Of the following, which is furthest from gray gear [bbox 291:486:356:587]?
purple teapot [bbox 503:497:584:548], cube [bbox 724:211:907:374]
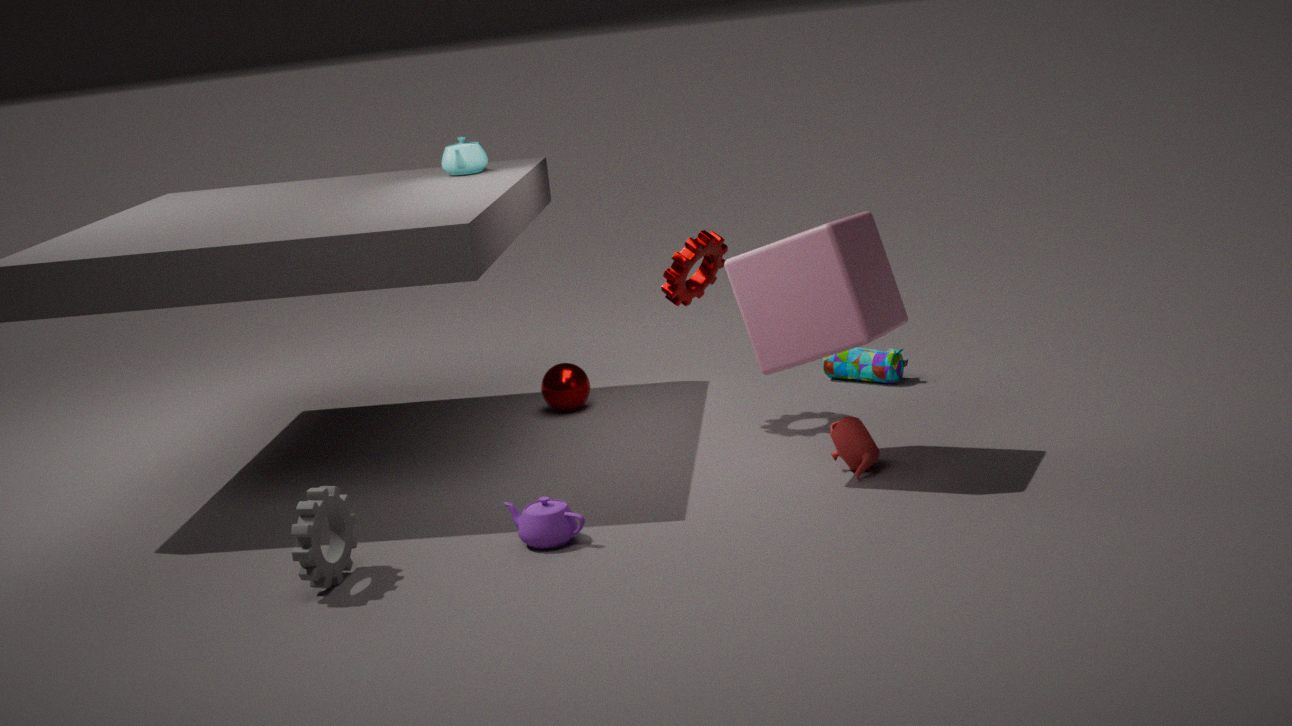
cube [bbox 724:211:907:374]
